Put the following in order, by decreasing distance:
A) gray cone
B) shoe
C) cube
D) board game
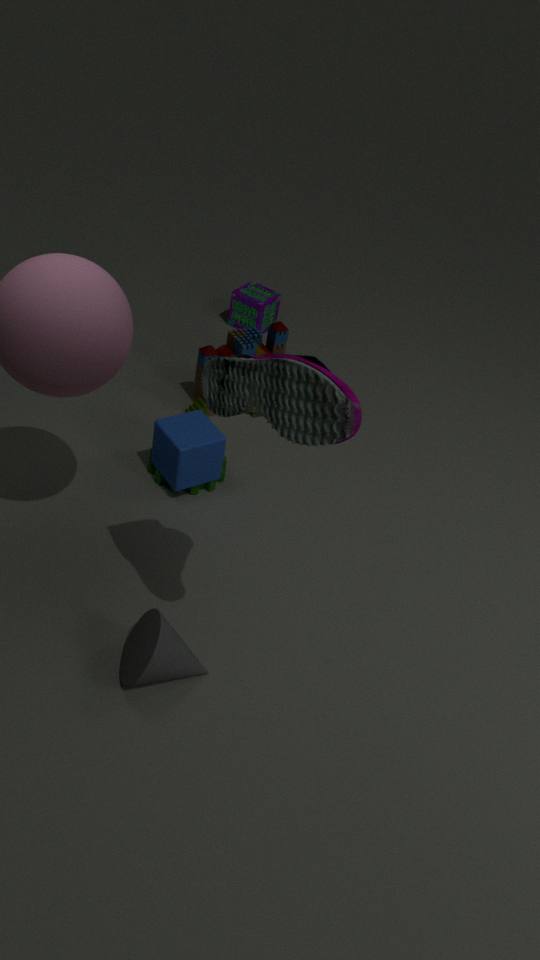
1. board game
2. cube
3. gray cone
4. shoe
